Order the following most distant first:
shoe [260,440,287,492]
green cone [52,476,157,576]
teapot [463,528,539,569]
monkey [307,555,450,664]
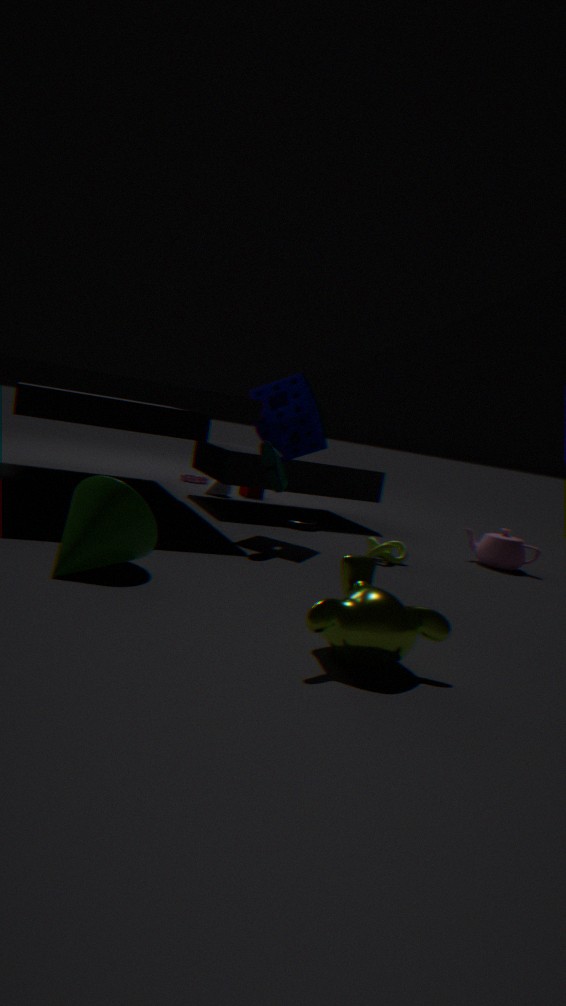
1. teapot [463,528,539,569]
2. shoe [260,440,287,492]
3. green cone [52,476,157,576]
4. monkey [307,555,450,664]
